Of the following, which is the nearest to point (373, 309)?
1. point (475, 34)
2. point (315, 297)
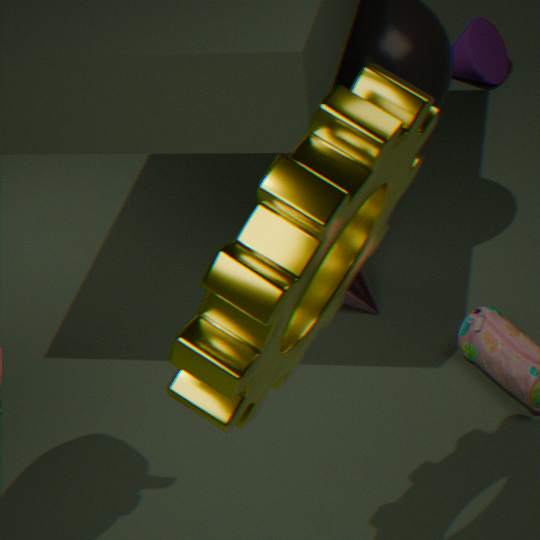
point (475, 34)
